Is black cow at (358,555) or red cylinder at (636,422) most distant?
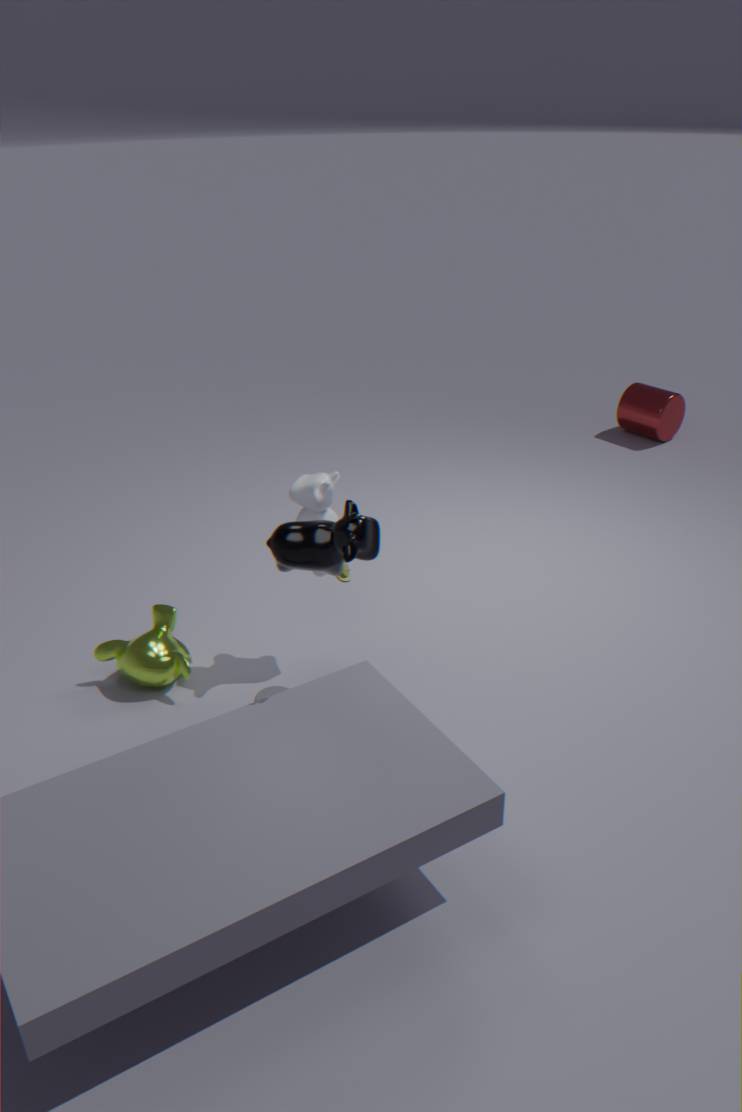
red cylinder at (636,422)
